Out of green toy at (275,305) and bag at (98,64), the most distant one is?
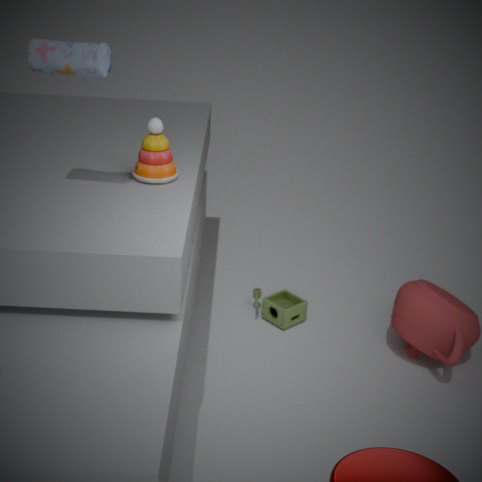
green toy at (275,305)
